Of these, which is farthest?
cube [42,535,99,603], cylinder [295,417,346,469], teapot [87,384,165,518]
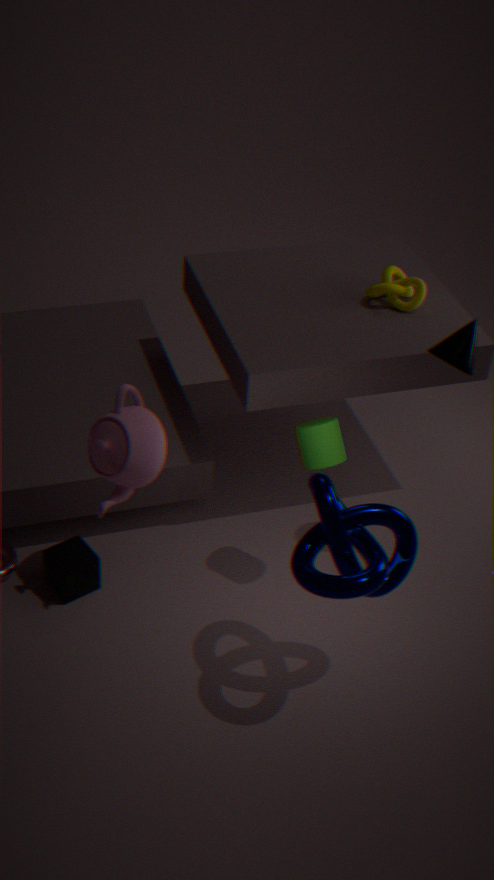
cube [42,535,99,603]
